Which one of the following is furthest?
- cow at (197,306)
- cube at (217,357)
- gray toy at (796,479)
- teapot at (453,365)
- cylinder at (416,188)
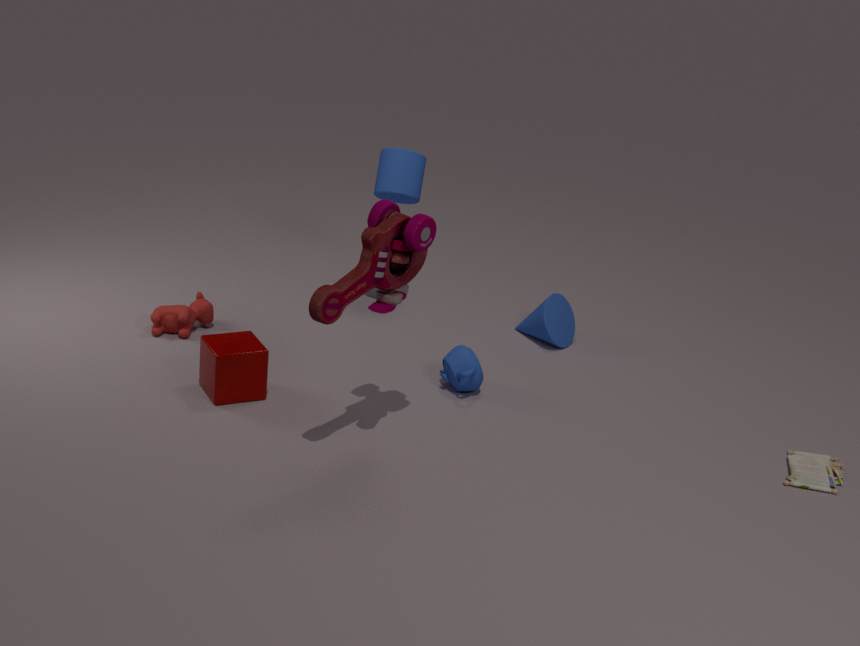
cylinder at (416,188)
